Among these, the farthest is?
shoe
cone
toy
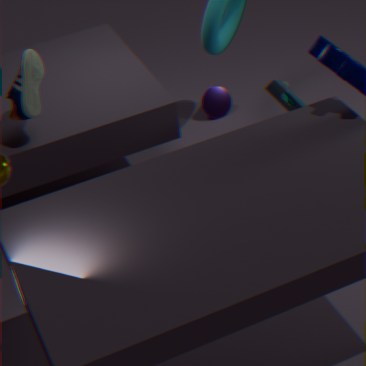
cone
